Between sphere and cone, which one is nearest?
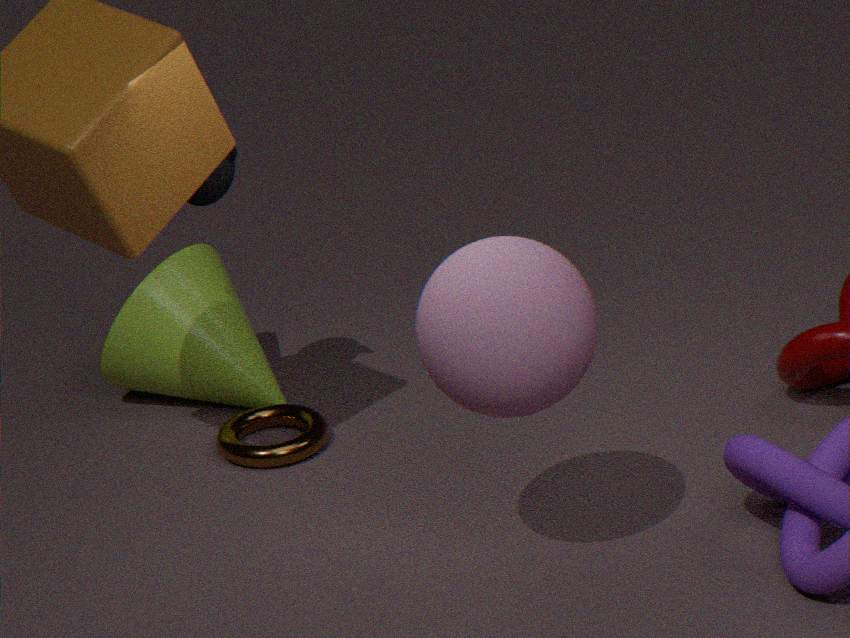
sphere
